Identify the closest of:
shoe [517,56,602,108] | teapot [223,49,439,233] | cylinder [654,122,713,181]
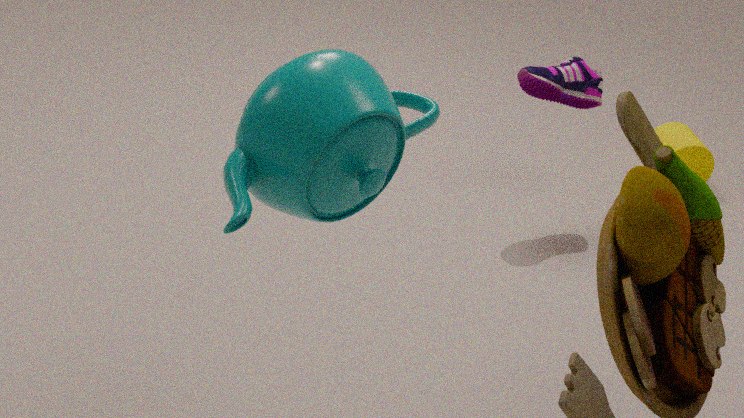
teapot [223,49,439,233]
